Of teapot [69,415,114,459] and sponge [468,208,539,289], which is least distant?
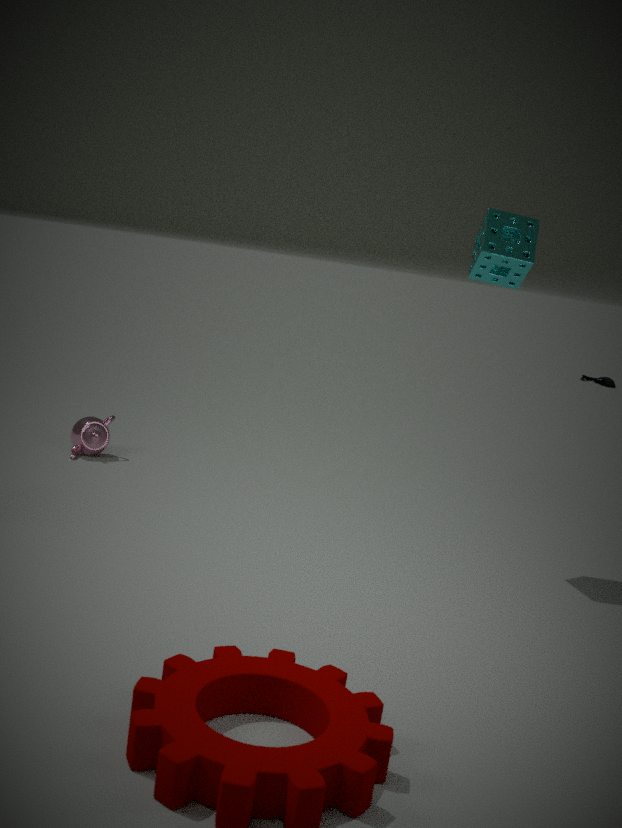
sponge [468,208,539,289]
